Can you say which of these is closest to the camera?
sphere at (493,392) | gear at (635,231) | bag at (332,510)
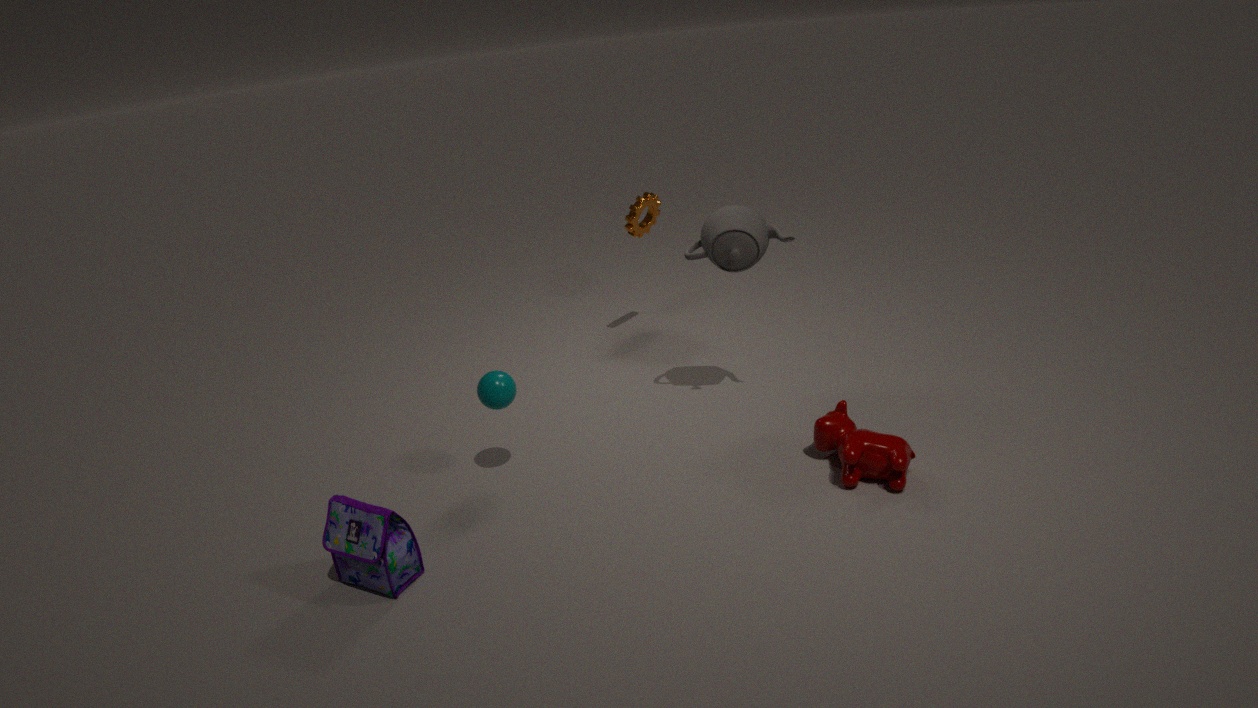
bag at (332,510)
